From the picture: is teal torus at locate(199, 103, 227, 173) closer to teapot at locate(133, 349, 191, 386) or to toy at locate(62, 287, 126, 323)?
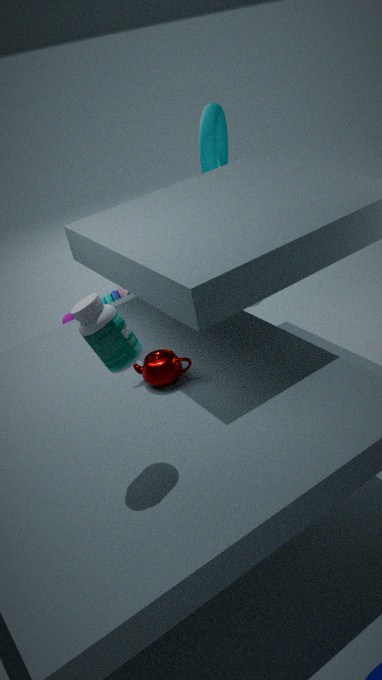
toy at locate(62, 287, 126, 323)
